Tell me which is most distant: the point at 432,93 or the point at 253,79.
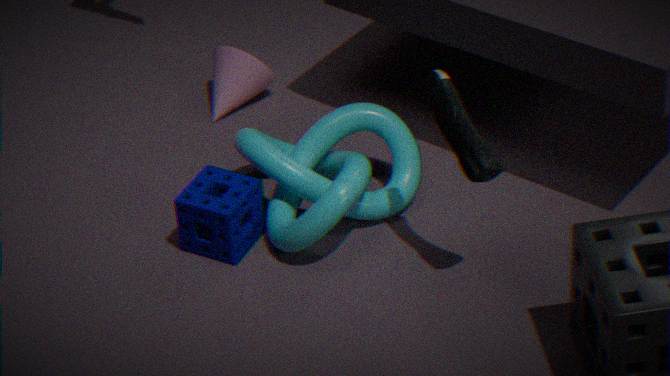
the point at 253,79
